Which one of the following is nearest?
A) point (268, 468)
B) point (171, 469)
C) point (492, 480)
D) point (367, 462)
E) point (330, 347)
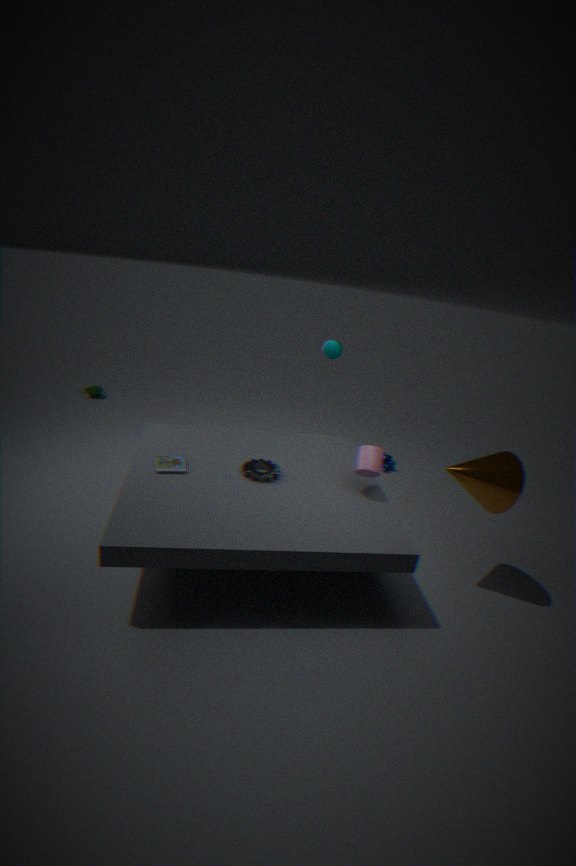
point (492, 480)
